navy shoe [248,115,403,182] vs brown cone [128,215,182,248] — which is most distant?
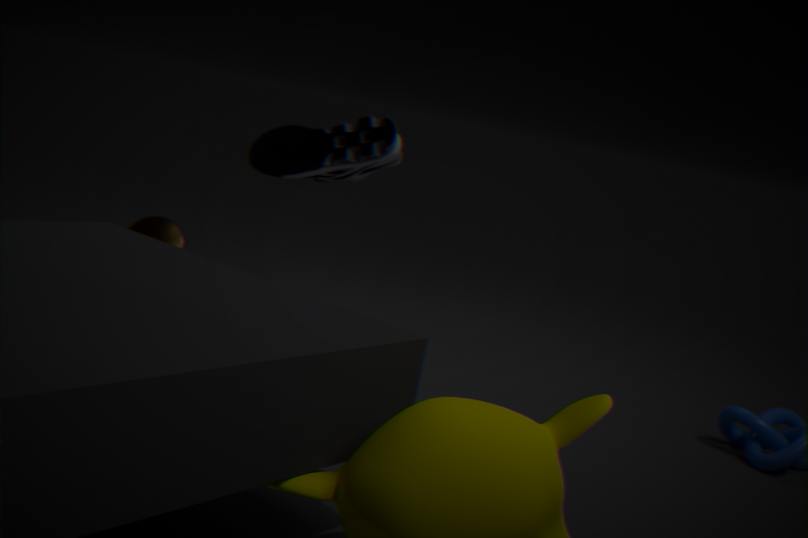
brown cone [128,215,182,248]
